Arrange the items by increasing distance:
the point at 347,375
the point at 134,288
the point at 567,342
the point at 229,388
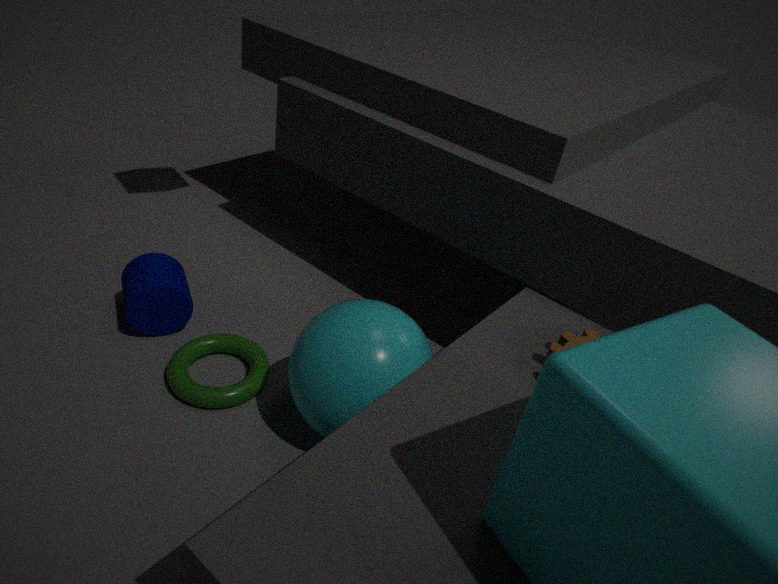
the point at 347,375
the point at 567,342
the point at 229,388
the point at 134,288
